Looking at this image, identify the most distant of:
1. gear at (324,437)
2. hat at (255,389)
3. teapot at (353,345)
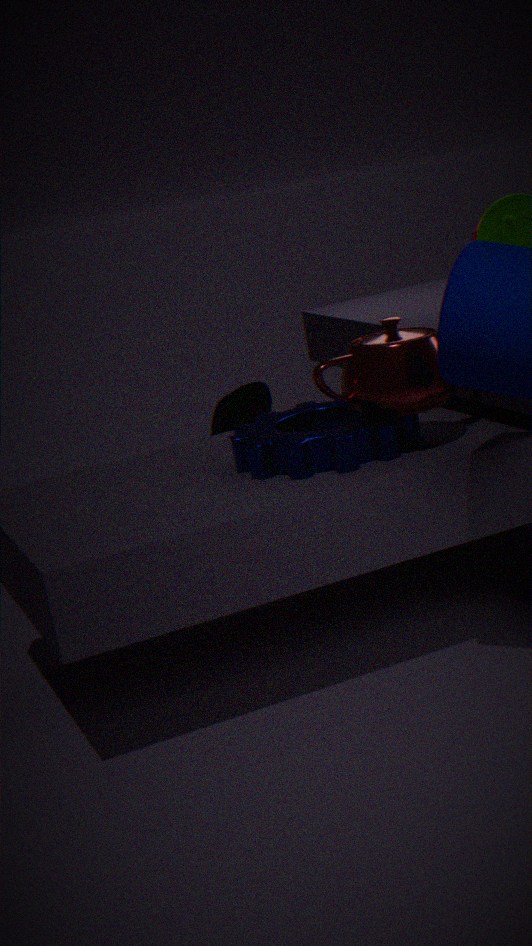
hat at (255,389)
